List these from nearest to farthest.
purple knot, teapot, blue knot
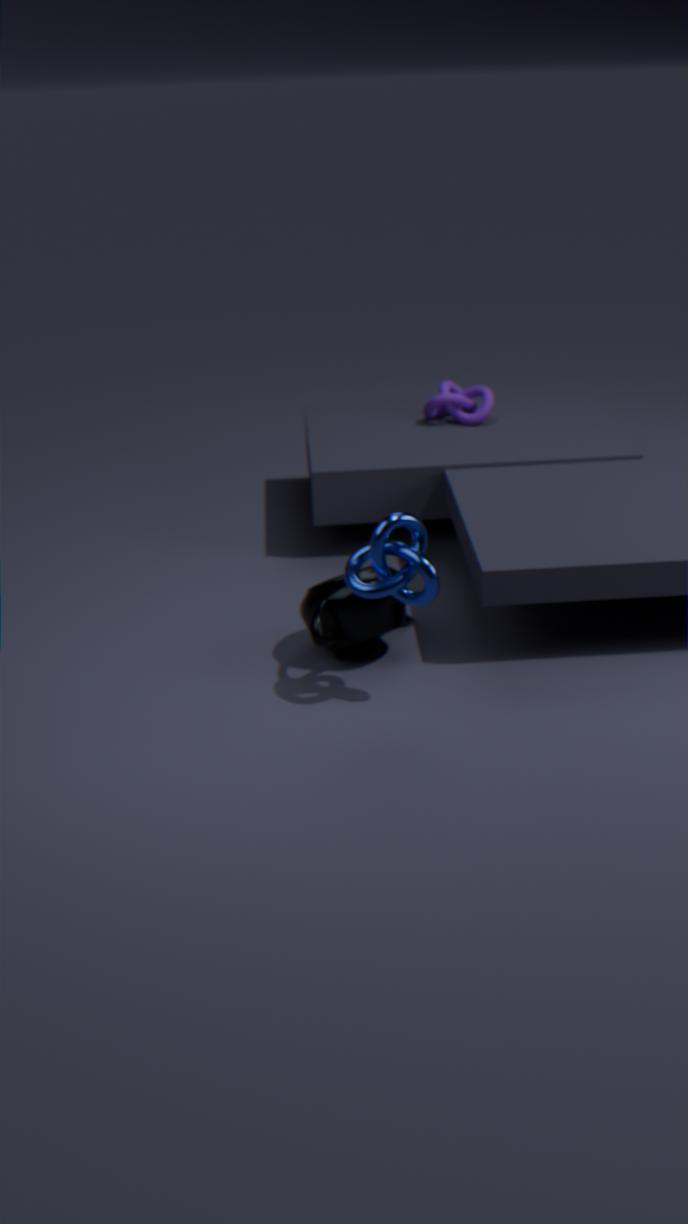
blue knot → teapot → purple knot
